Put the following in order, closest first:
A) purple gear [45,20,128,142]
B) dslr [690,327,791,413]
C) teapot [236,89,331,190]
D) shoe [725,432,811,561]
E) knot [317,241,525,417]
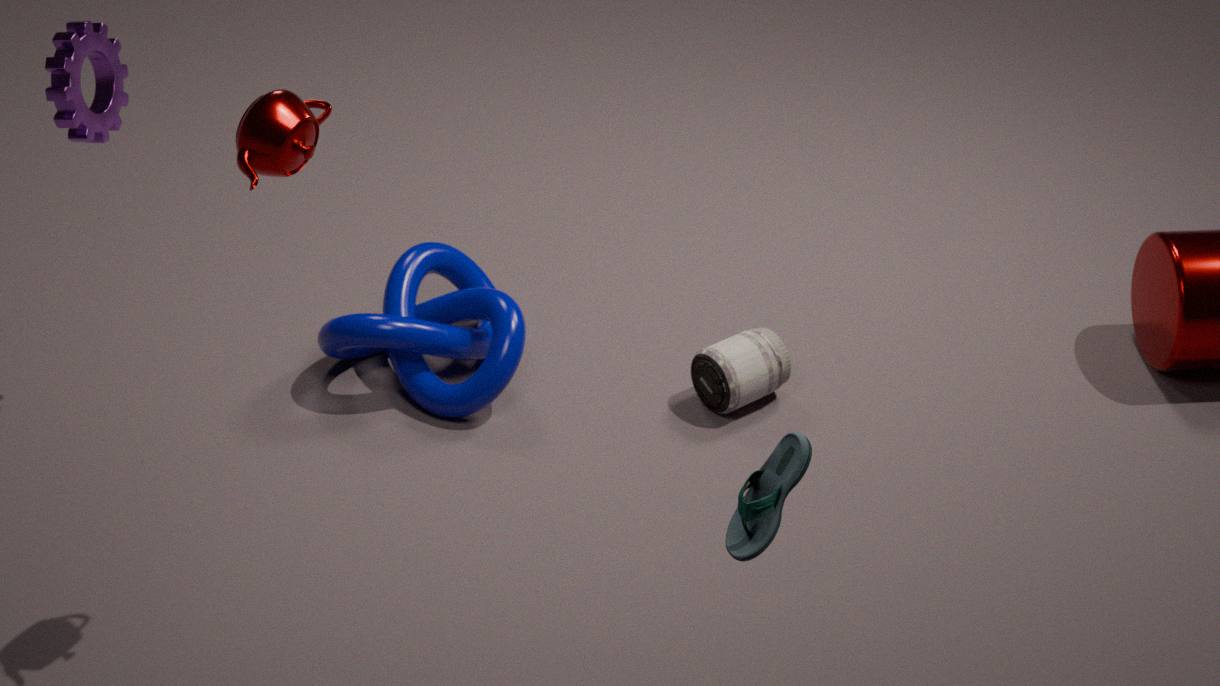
shoe [725,432,811,561] → teapot [236,89,331,190] → purple gear [45,20,128,142] → knot [317,241,525,417] → dslr [690,327,791,413]
